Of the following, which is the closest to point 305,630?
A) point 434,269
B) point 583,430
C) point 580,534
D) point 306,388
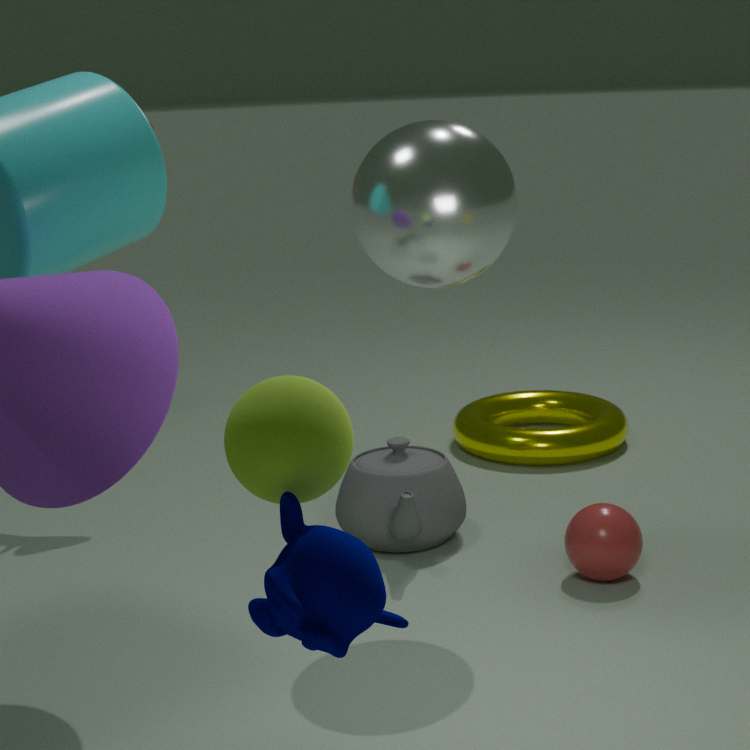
point 306,388
